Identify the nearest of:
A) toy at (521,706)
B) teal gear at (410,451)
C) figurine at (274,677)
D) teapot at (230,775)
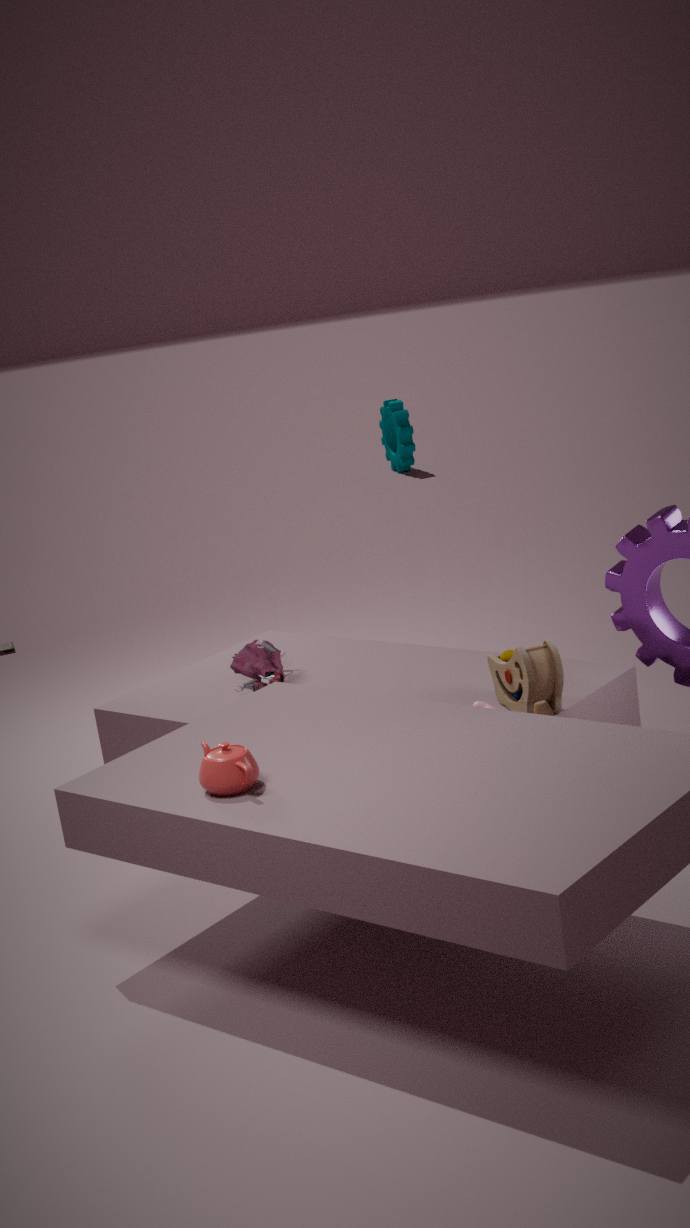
teapot at (230,775)
